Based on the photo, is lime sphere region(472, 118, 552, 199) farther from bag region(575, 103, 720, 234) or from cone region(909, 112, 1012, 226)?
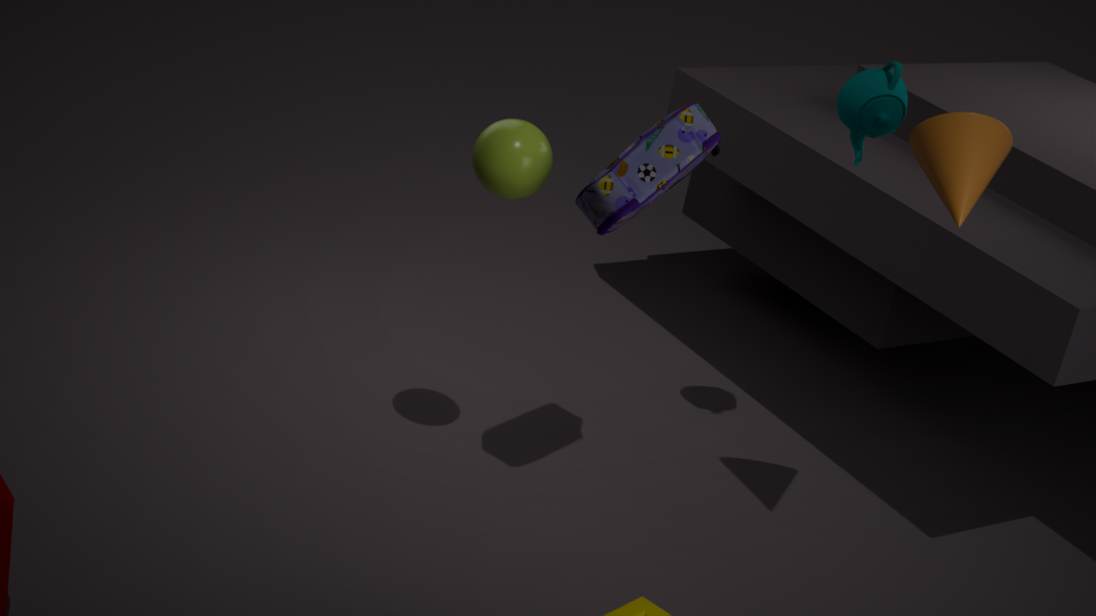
cone region(909, 112, 1012, 226)
